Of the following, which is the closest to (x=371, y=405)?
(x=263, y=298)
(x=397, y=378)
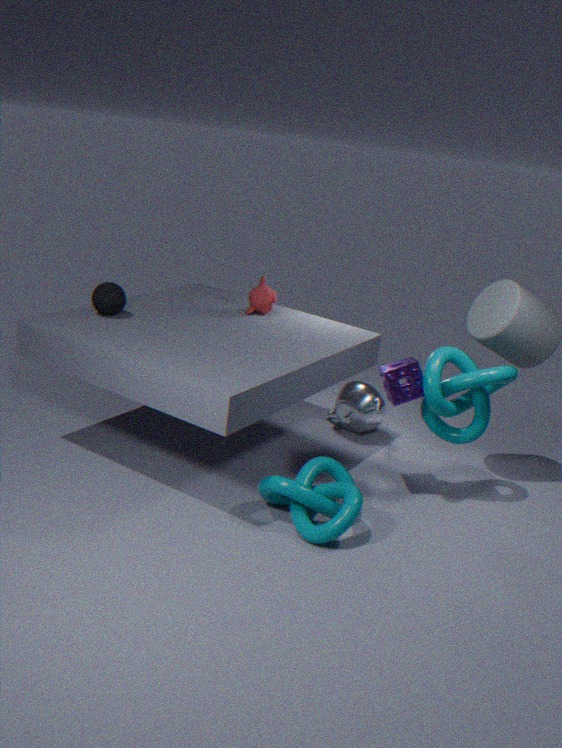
(x=263, y=298)
